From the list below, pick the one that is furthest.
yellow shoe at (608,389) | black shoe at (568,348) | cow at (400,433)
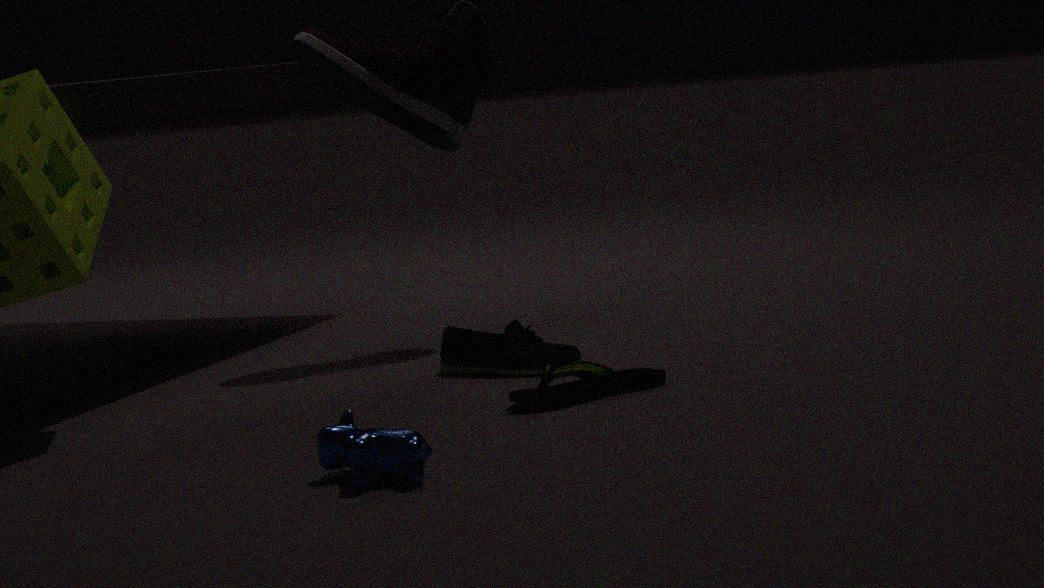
black shoe at (568,348)
